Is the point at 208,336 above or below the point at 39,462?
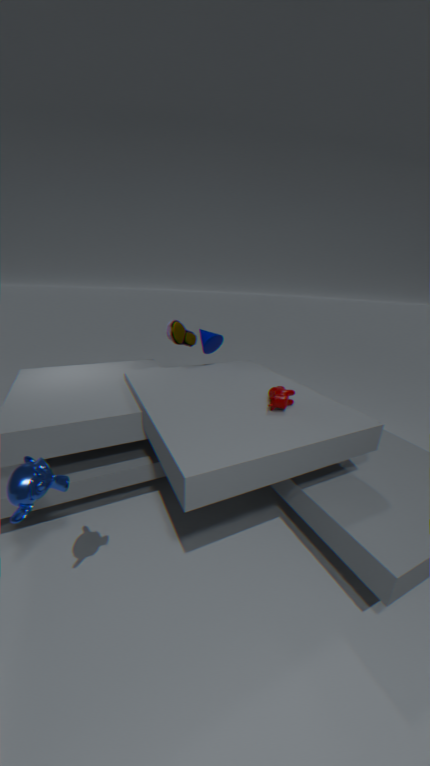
above
